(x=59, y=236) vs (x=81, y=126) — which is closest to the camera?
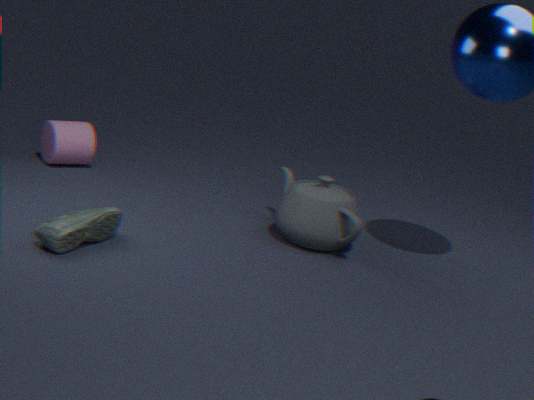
(x=59, y=236)
